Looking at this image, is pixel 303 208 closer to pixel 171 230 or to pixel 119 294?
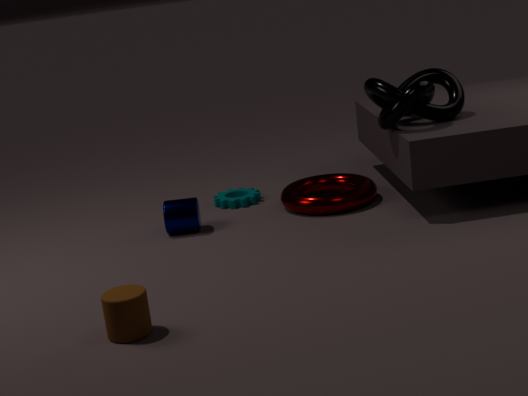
pixel 171 230
